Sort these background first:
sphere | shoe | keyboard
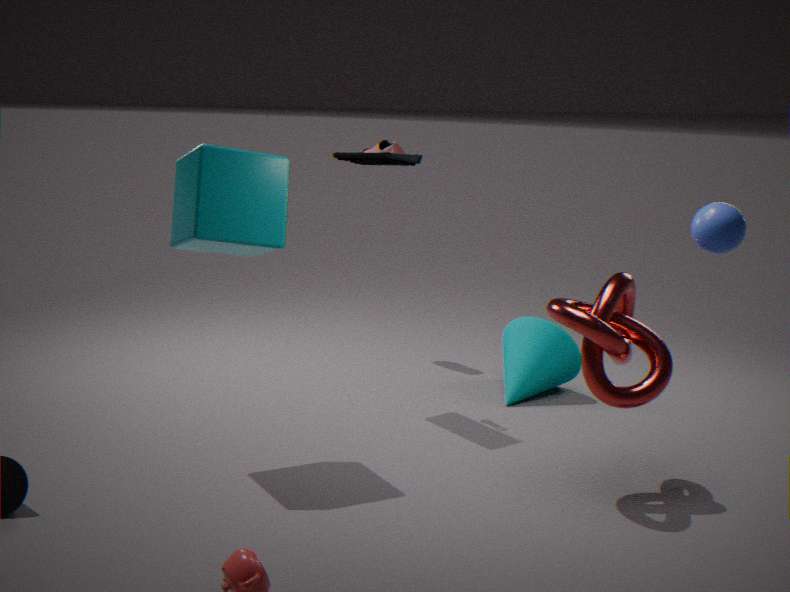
shoe, keyboard, sphere
